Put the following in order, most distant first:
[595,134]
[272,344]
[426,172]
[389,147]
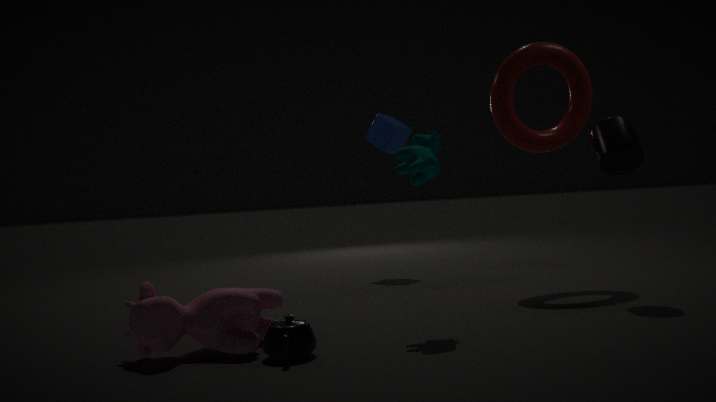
[389,147]
[595,134]
[426,172]
[272,344]
